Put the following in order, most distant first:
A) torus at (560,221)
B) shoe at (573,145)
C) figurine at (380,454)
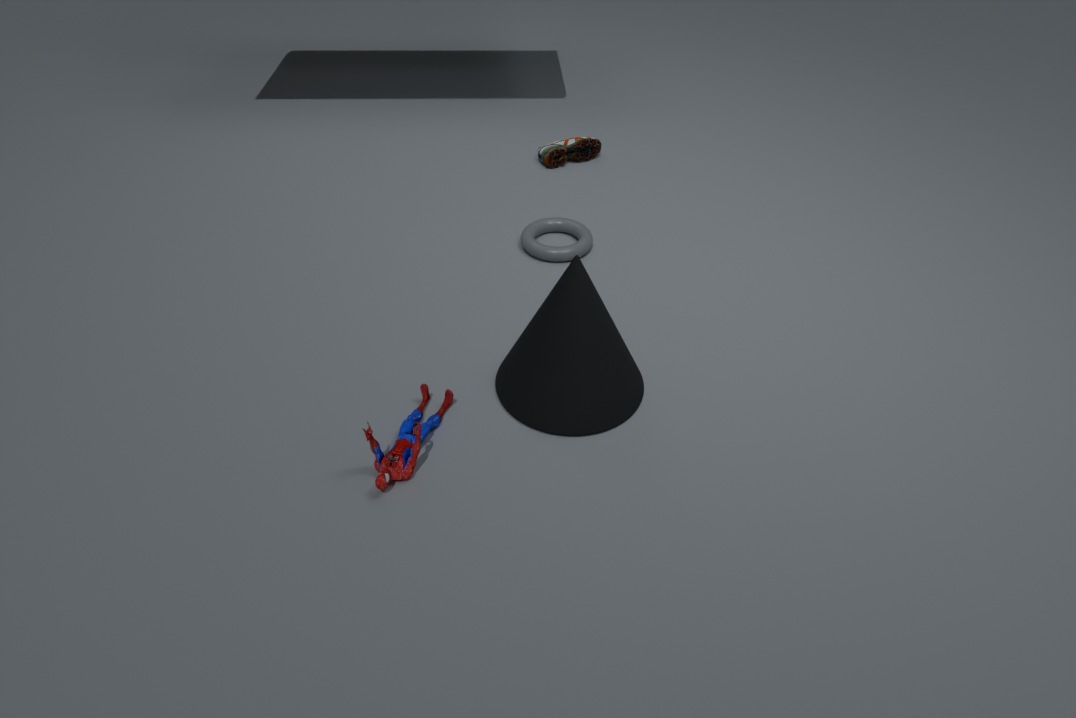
shoe at (573,145) < torus at (560,221) < figurine at (380,454)
